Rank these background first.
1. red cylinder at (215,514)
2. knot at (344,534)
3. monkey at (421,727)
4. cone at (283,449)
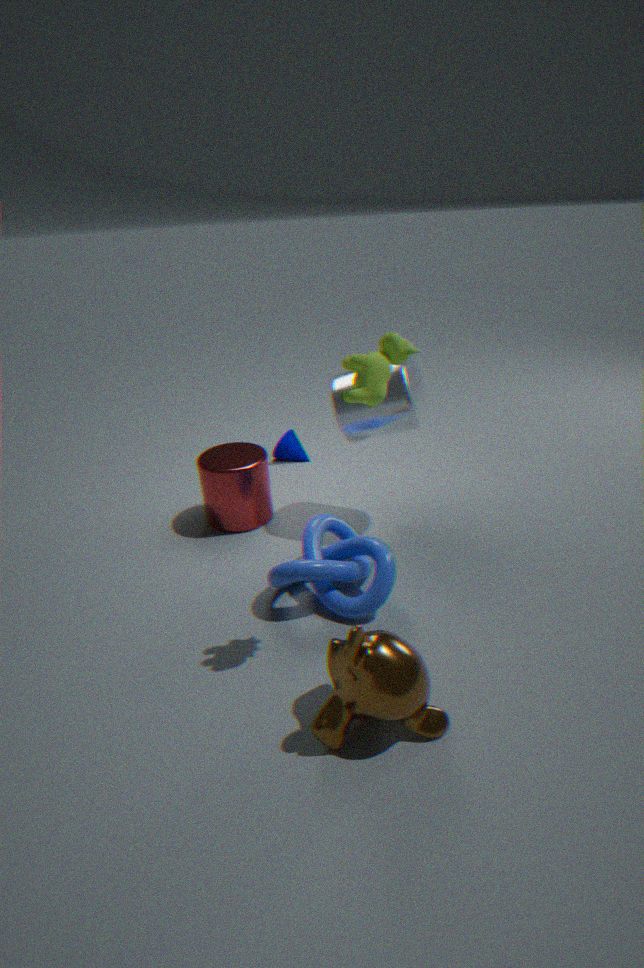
cone at (283,449), red cylinder at (215,514), knot at (344,534), monkey at (421,727)
